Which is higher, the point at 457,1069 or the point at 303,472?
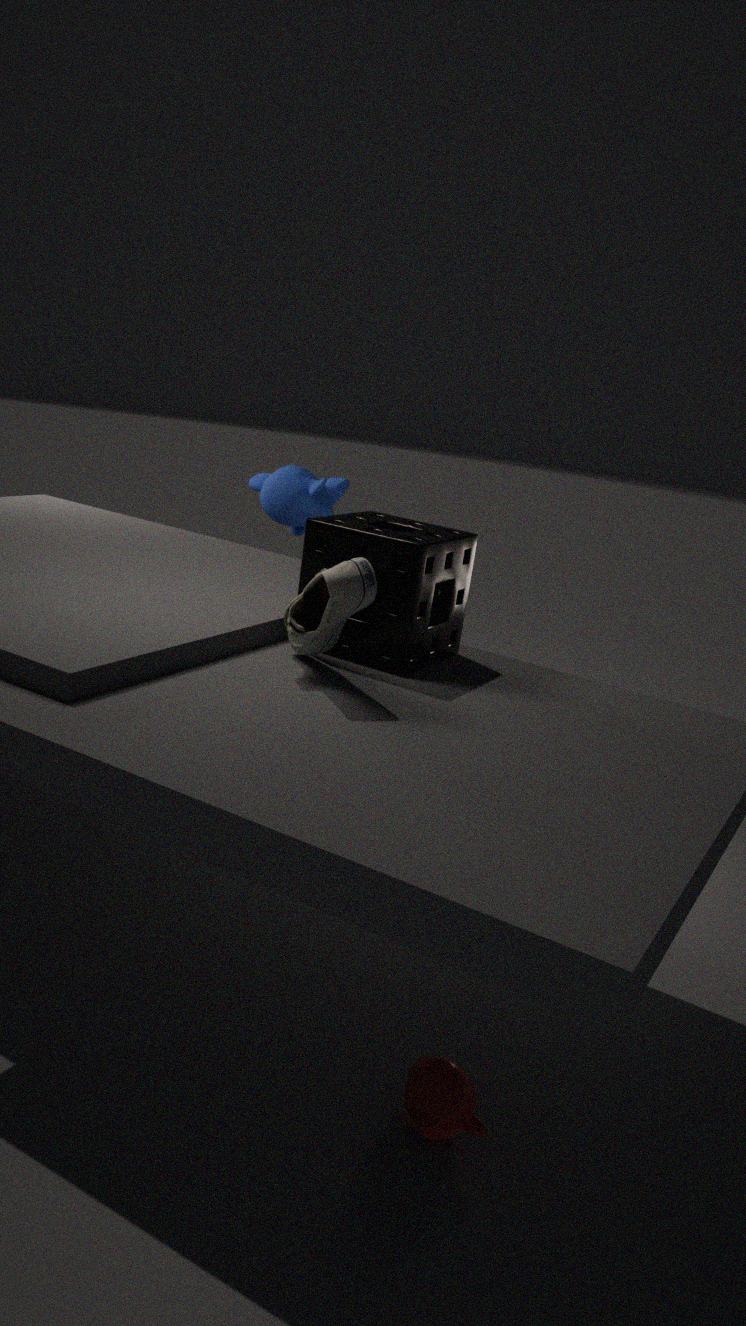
the point at 303,472
